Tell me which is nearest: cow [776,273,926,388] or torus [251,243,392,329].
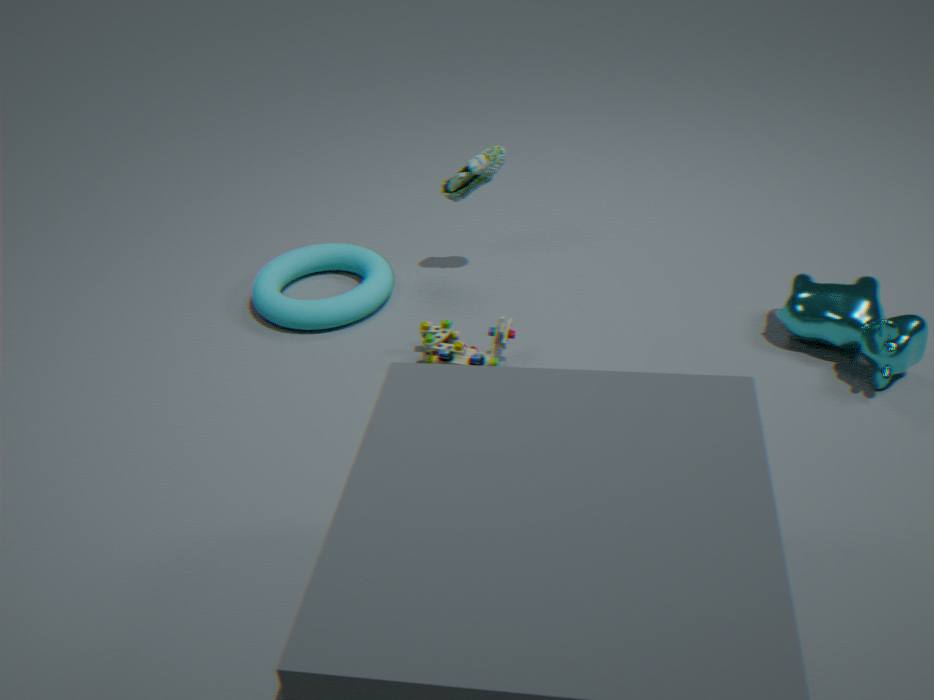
cow [776,273,926,388]
